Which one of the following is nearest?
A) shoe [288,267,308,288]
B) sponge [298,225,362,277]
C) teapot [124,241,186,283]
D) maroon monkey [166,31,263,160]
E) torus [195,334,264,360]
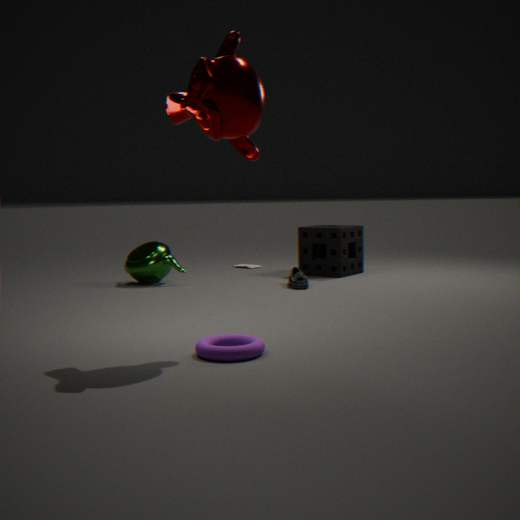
torus [195,334,264,360]
